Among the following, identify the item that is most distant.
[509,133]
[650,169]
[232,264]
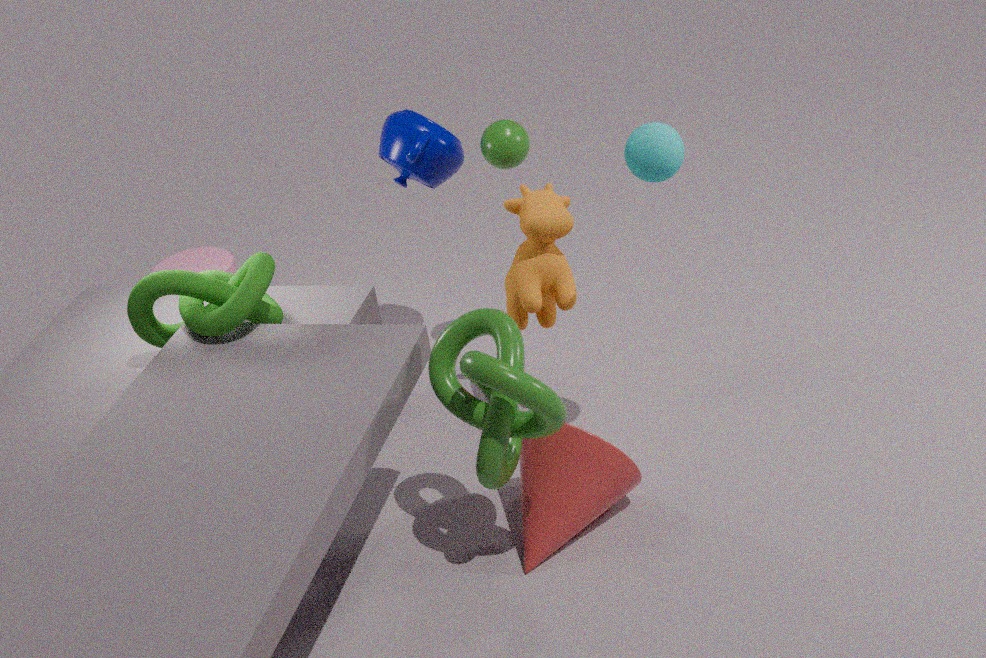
[232,264]
